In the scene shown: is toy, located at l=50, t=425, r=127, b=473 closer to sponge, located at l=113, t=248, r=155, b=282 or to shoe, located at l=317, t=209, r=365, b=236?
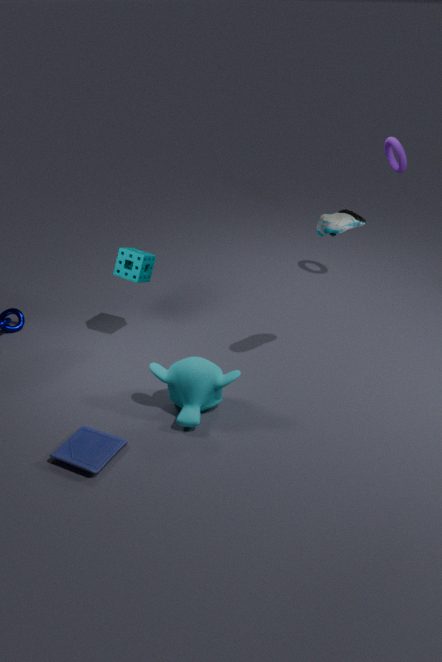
sponge, located at l=113, t=248, r=155, b=282
